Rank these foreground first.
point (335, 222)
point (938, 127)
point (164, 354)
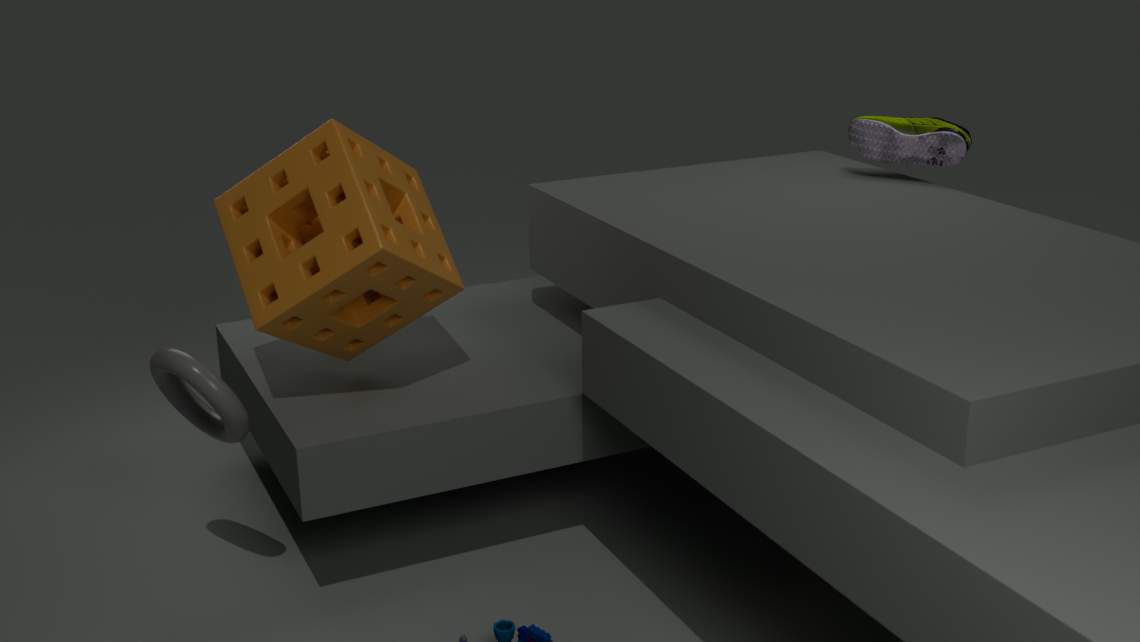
point (164, 354), point (335, 222), point (938, 127)
